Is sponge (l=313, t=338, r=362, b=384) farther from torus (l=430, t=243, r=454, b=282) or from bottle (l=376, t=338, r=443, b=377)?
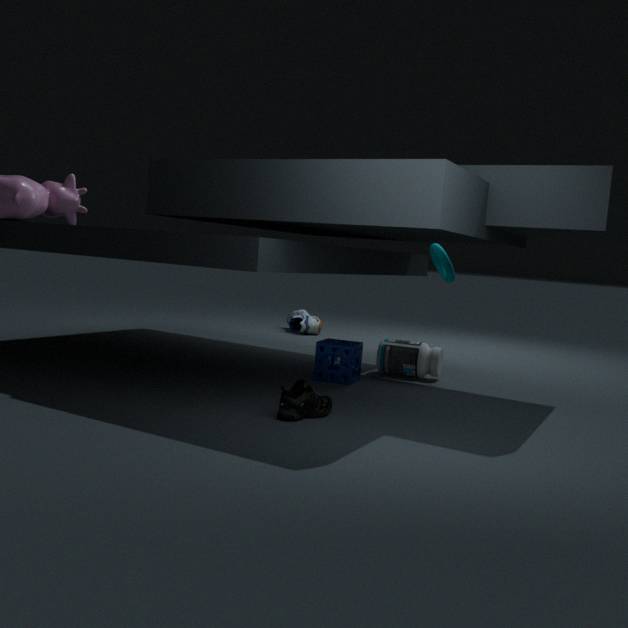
torus (l=430, t=243, r=454, b=282)
